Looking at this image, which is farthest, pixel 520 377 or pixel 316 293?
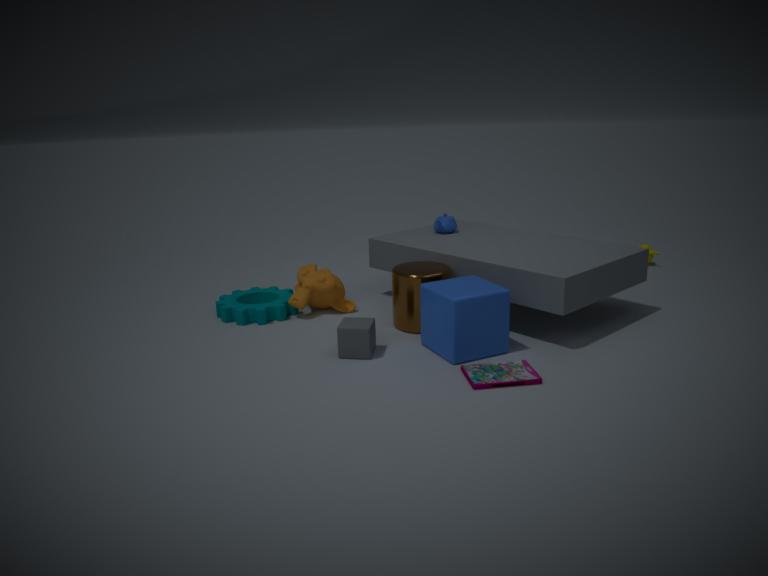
pixel 316 293
